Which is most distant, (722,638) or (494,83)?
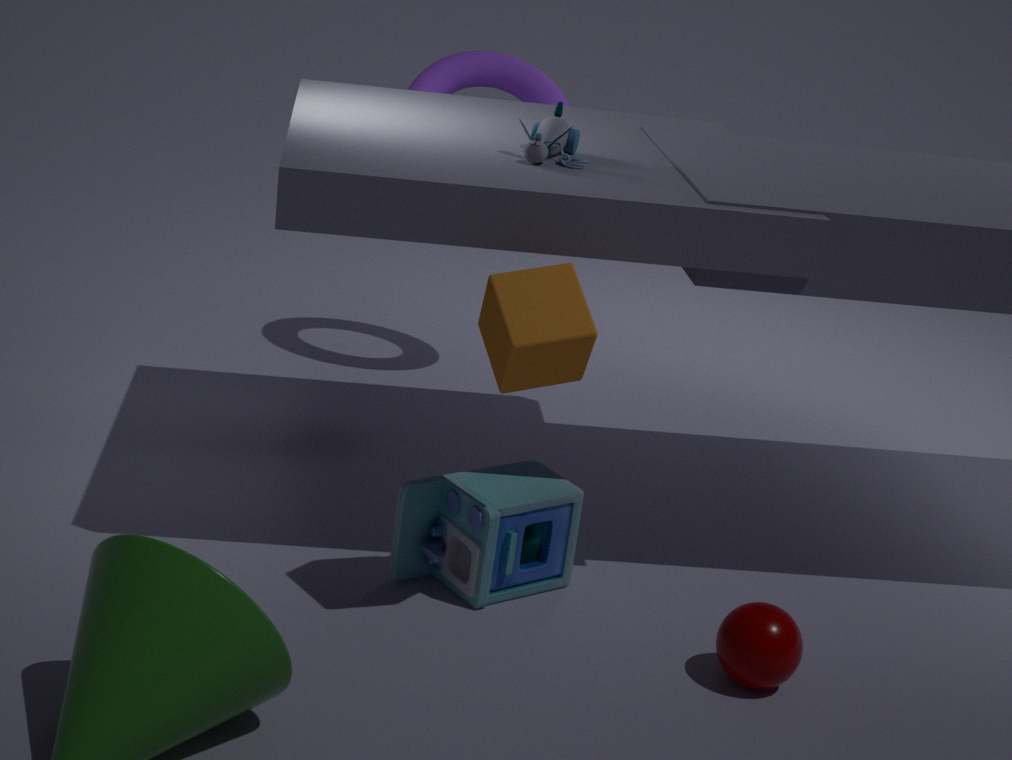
(494,83)
